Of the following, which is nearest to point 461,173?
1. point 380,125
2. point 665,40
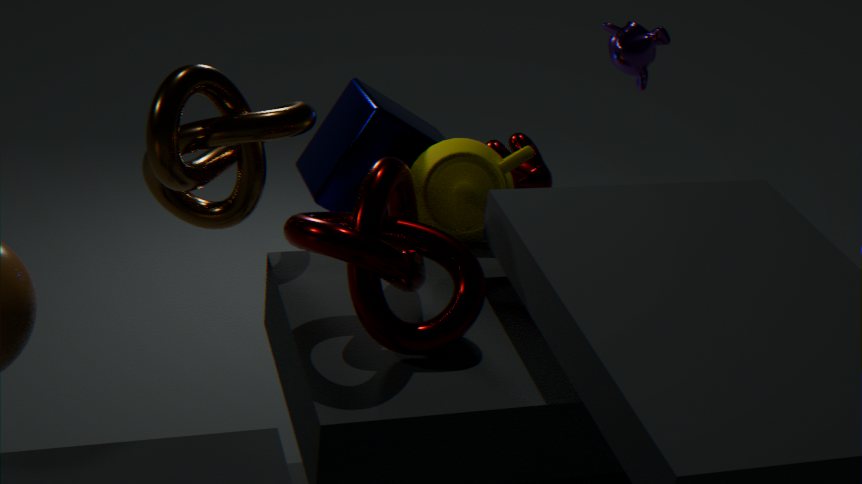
point 380,125
